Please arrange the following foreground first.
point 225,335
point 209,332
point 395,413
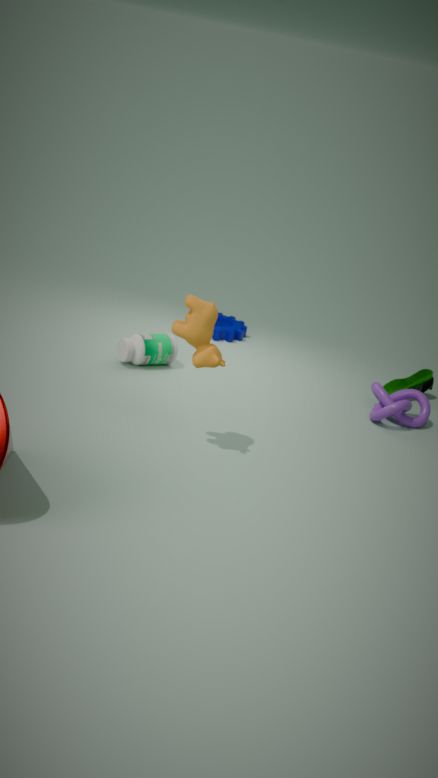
point 209,332
point 395,413
point 225,335
